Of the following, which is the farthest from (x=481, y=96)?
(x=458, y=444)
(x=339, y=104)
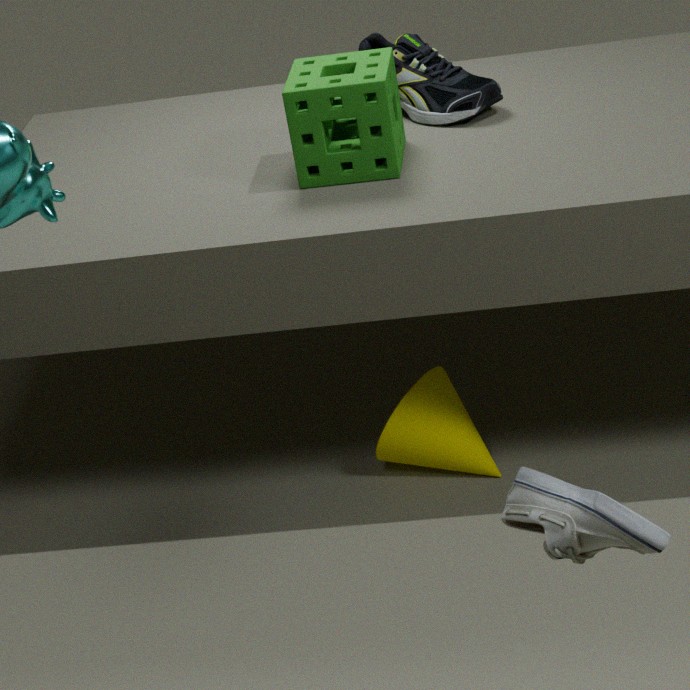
(x=458, y=444)
